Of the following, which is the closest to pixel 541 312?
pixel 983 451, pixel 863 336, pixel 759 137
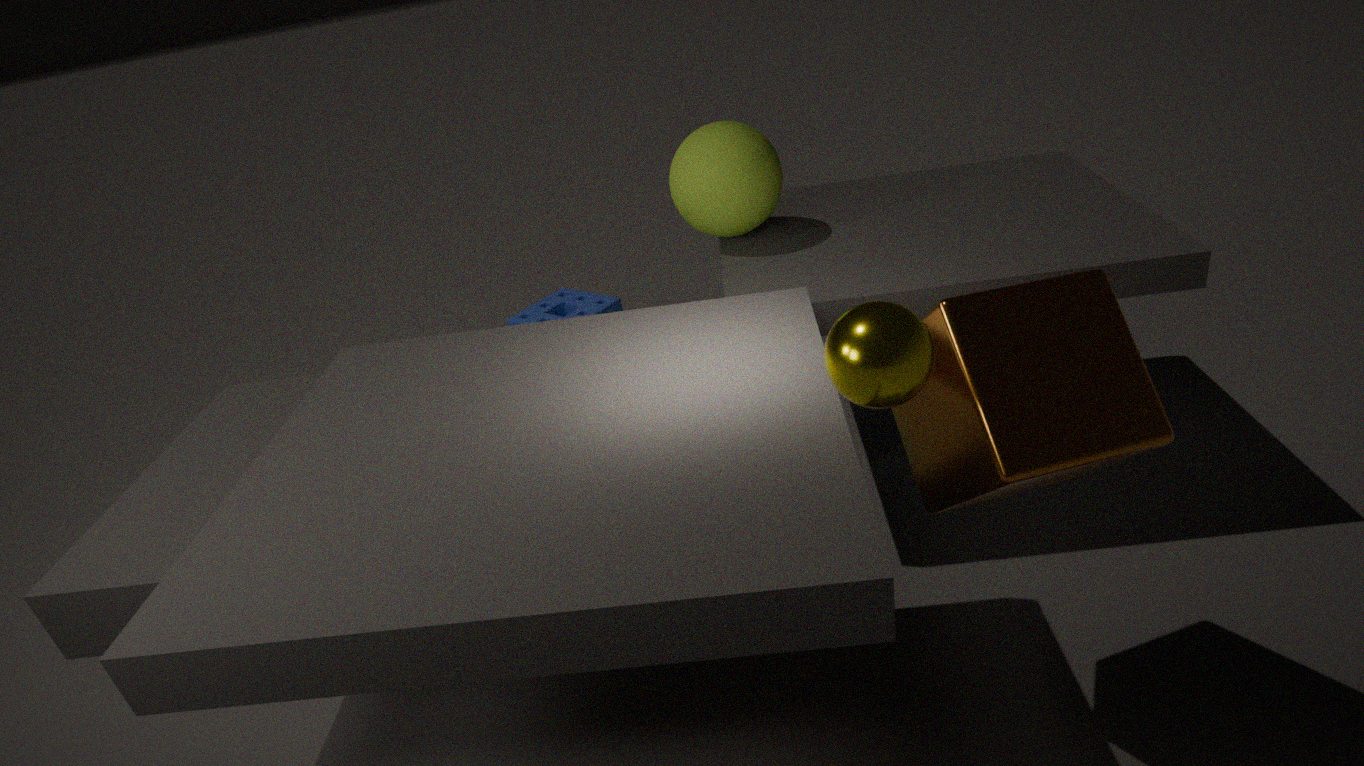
pixel 759 137
